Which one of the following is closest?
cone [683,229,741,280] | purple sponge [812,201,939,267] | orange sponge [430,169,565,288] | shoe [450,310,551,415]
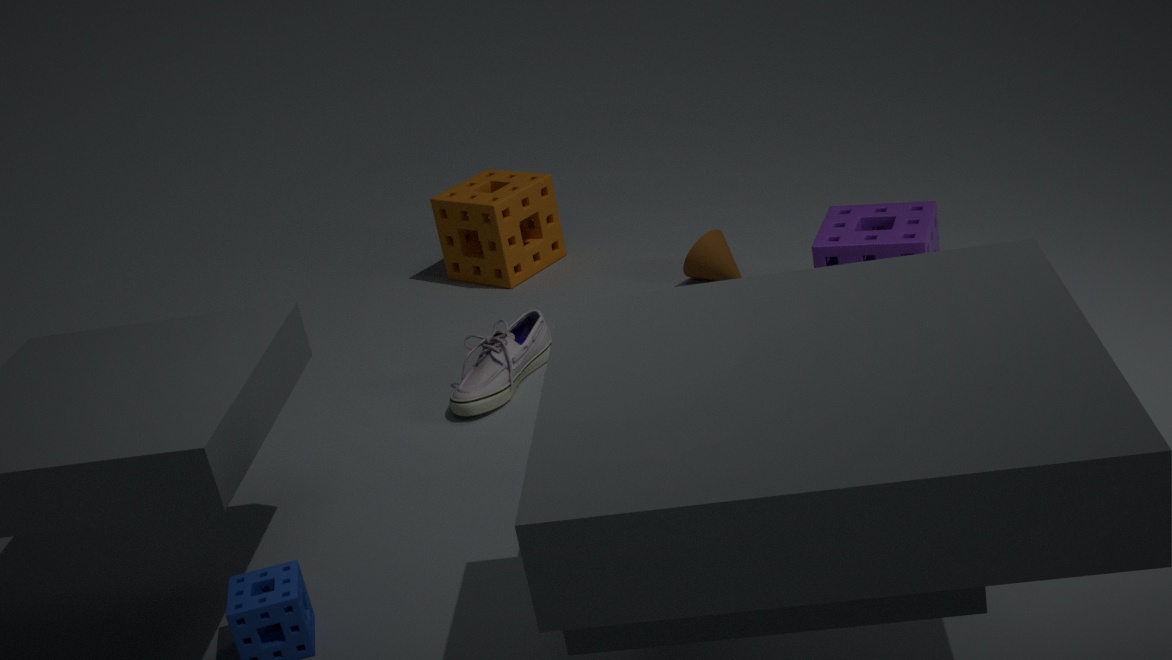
purple sponge [812,201,939,267]
